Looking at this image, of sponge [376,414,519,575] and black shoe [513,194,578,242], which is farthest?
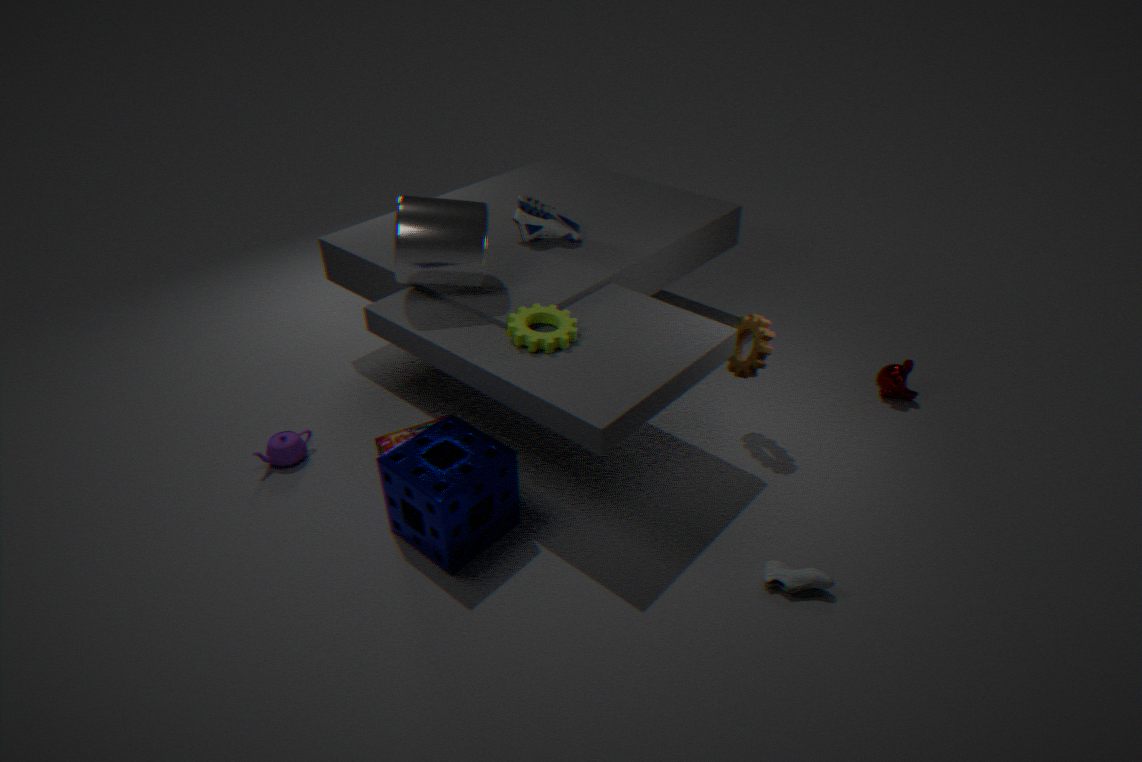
black shoe [513,194,578,242]
